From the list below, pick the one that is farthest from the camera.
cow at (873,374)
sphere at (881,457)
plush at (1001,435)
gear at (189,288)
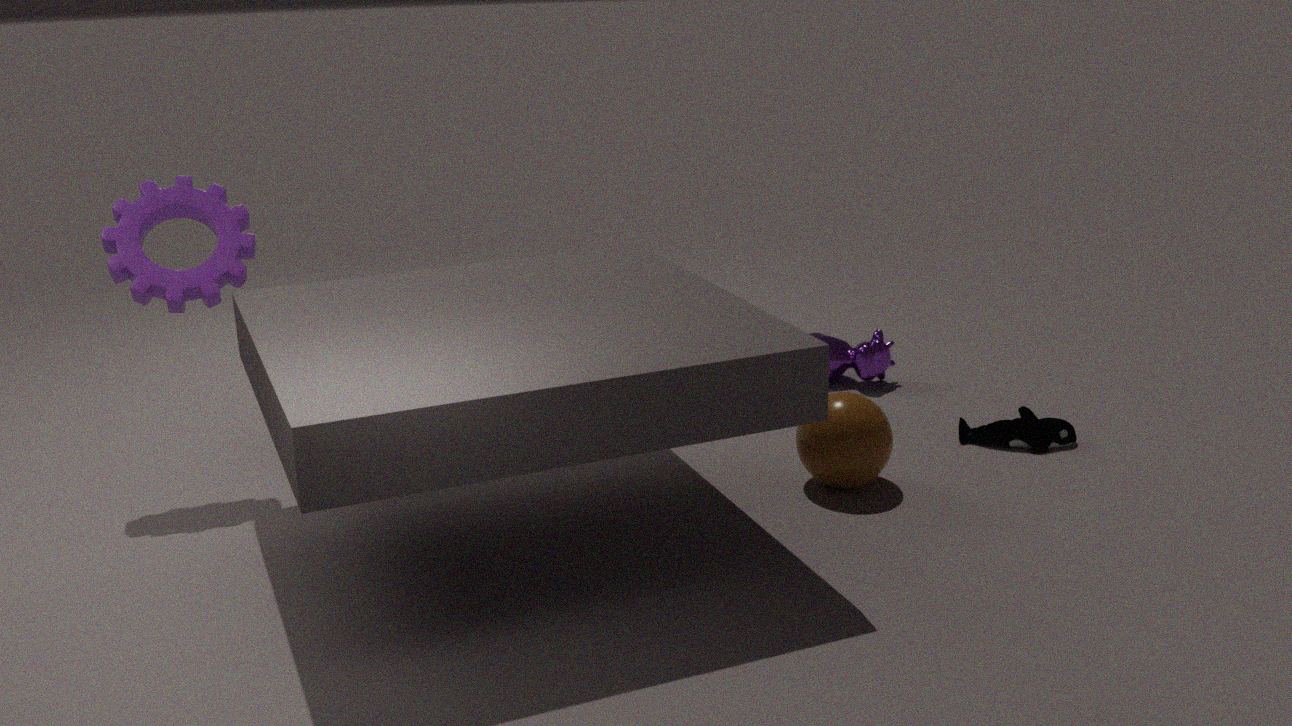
cow at (873,374)
